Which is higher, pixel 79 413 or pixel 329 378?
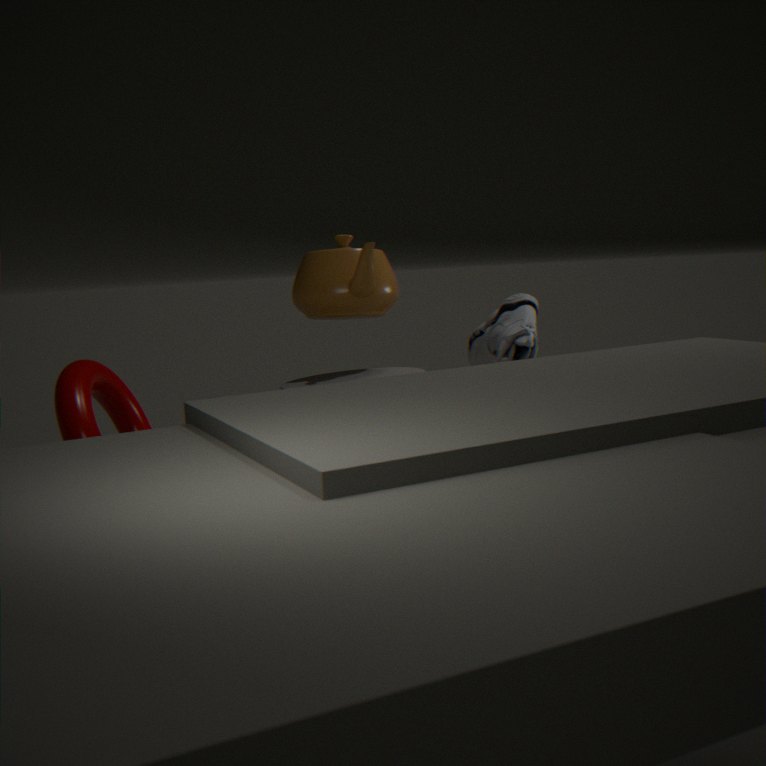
pixel 329 378
